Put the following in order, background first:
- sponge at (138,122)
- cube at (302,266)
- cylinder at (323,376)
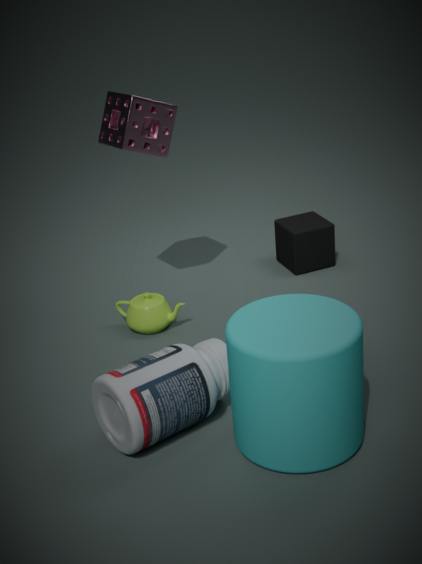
cube at (302,266)
sponge at (138,122)
cylinder at (323,376)
